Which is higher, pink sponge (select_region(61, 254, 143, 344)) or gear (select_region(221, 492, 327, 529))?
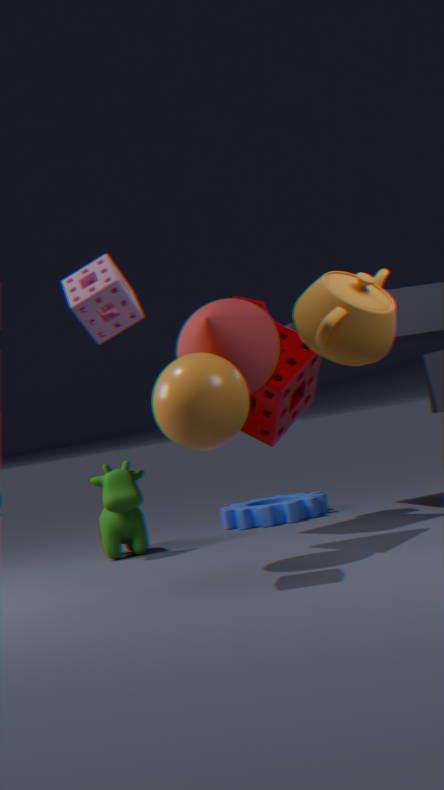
pink sponge (select_region(61, 254, 143, 344))
